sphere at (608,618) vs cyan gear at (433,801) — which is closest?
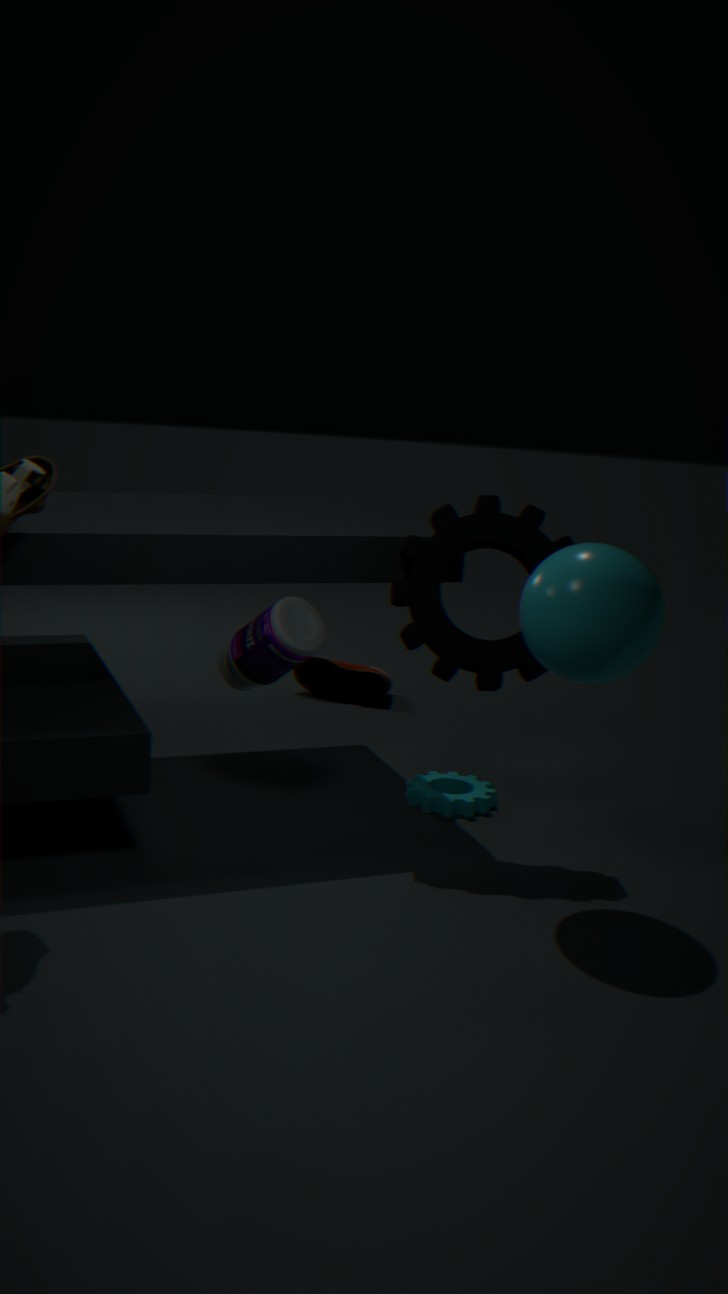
sphere at (608,618)
